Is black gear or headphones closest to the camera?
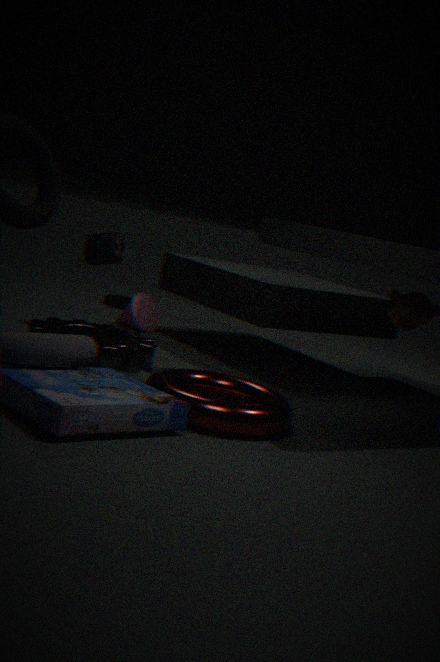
headphones
